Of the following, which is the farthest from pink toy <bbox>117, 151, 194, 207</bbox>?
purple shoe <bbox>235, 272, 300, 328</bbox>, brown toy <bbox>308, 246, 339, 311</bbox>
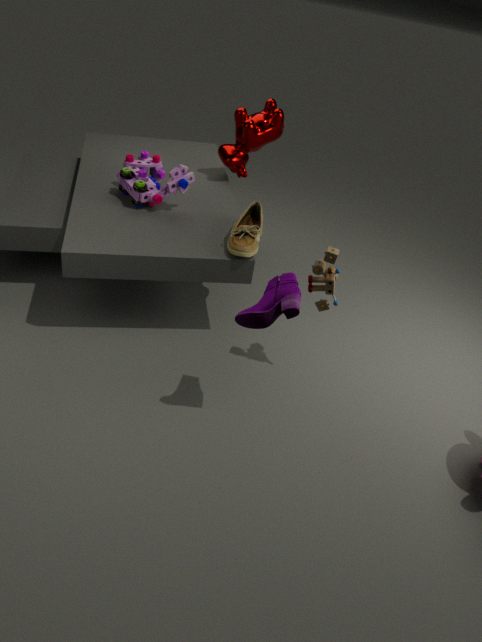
purple shoe <bbox>235, 272, 300, 328</bbox>
